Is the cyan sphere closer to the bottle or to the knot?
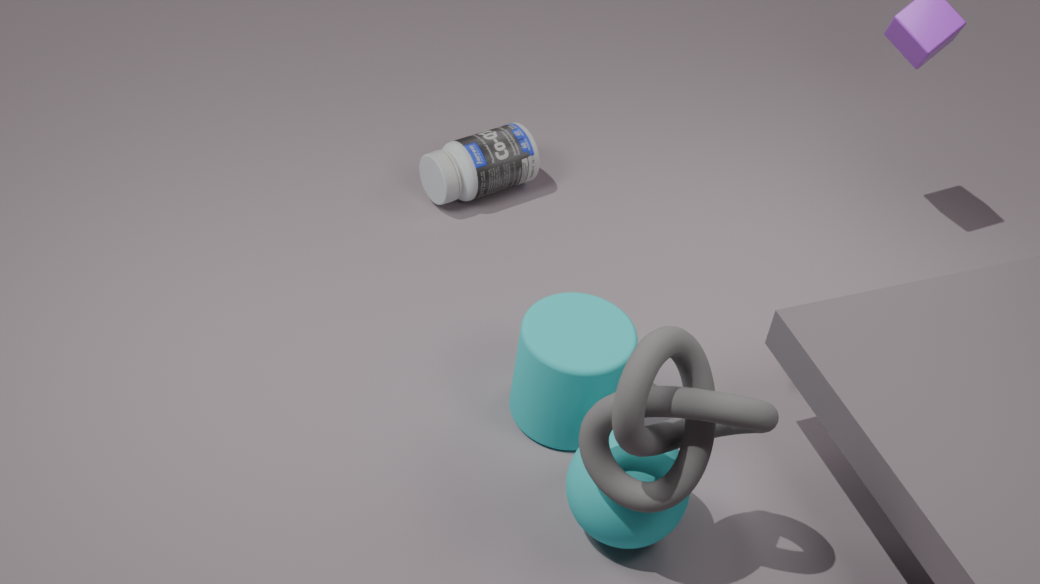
the knot
